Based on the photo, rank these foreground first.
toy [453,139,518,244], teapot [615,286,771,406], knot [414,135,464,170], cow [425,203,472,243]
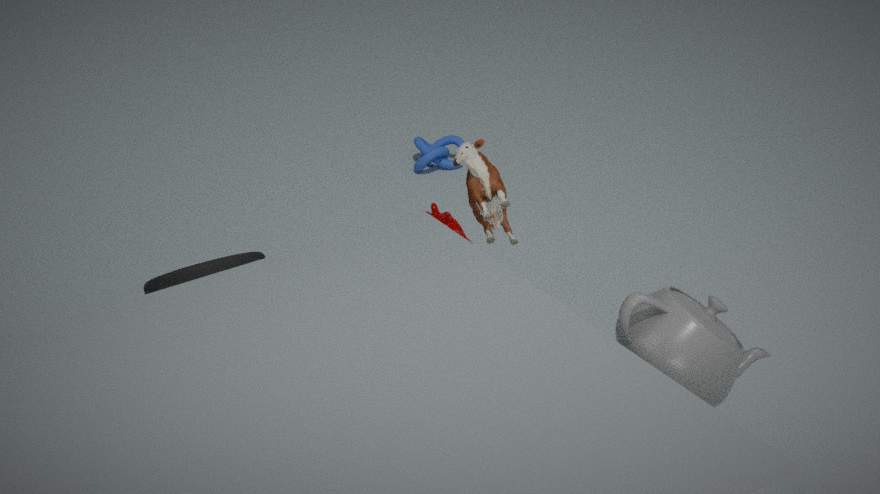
teapot [615,286,771,406]
toy [453,139,518,244]
cow [425,203,472,243]
knot [414,135,464,170]
